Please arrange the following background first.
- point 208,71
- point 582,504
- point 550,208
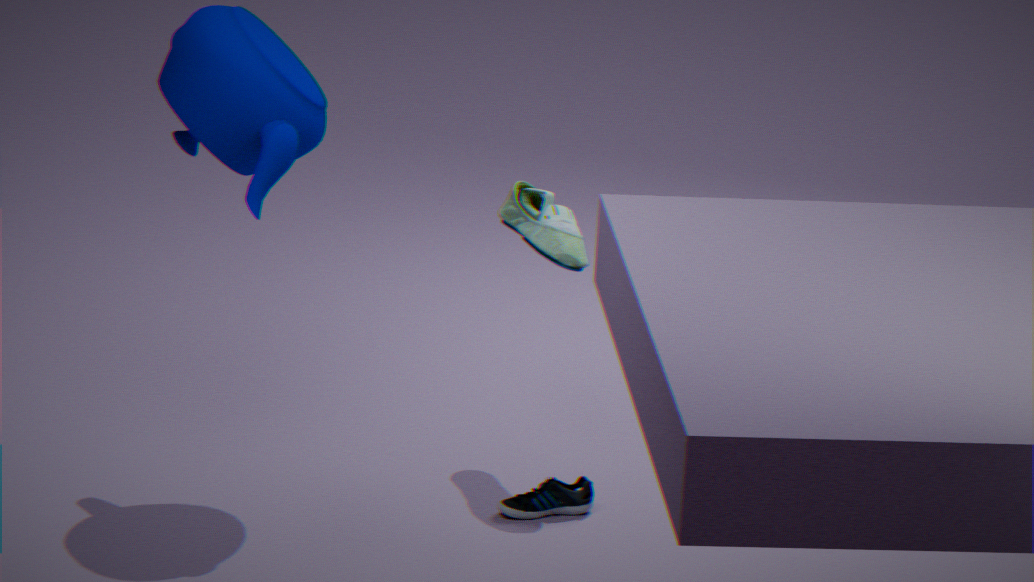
1. point 550,208
2. point 582,504
3. point 208,71
